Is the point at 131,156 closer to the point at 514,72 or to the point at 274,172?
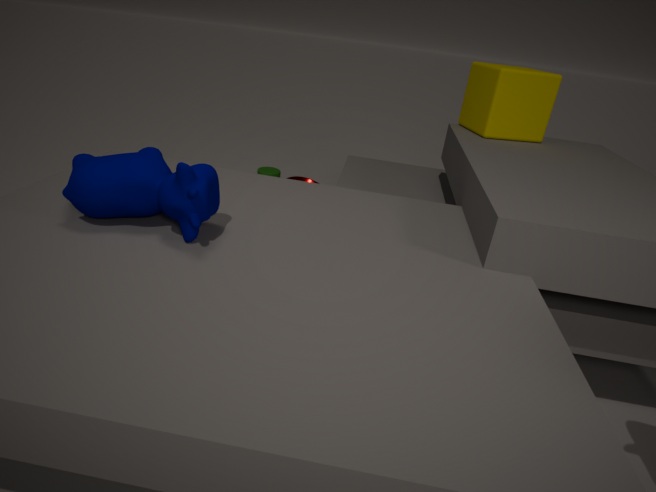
the point at 514,72
